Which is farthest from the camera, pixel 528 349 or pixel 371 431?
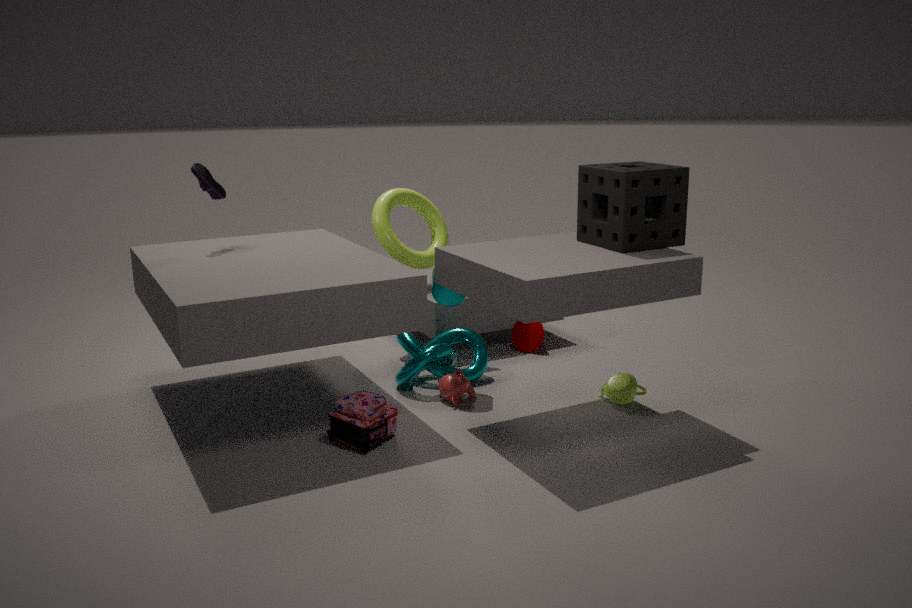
pixel 528 349
